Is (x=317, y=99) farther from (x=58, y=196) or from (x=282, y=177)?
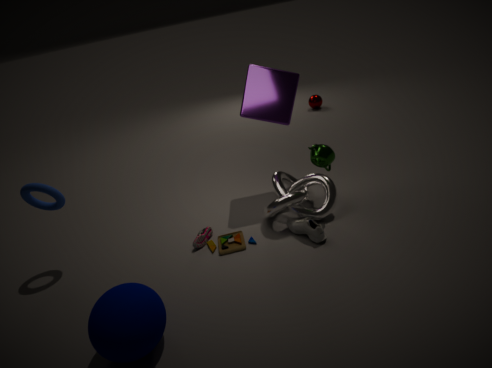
(x=58, y=196)
